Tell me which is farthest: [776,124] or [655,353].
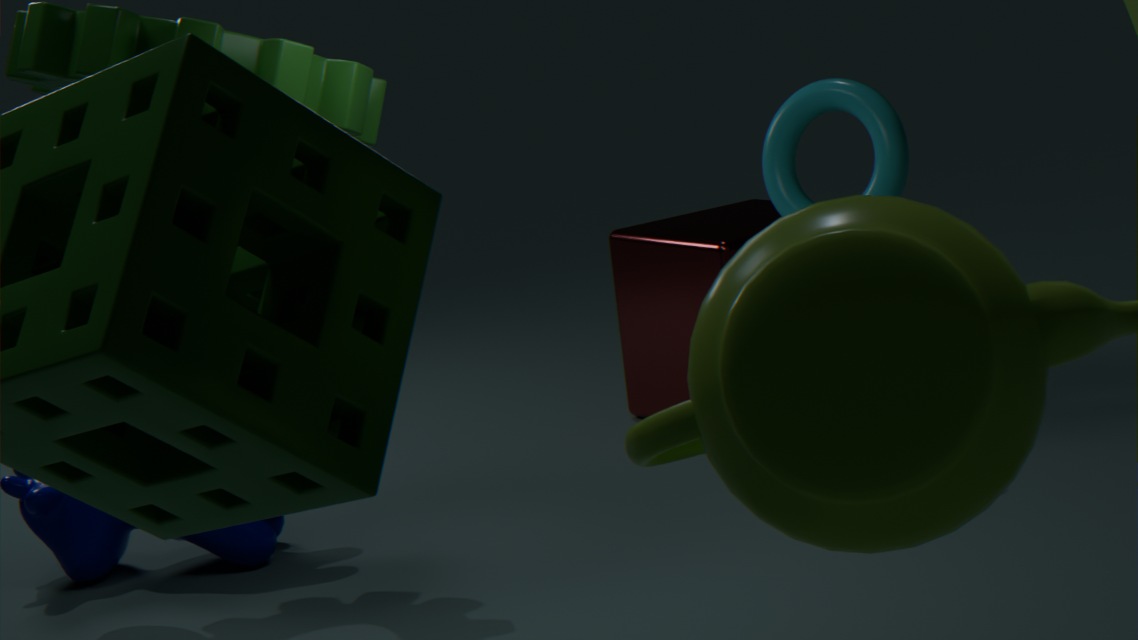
[655,353]
